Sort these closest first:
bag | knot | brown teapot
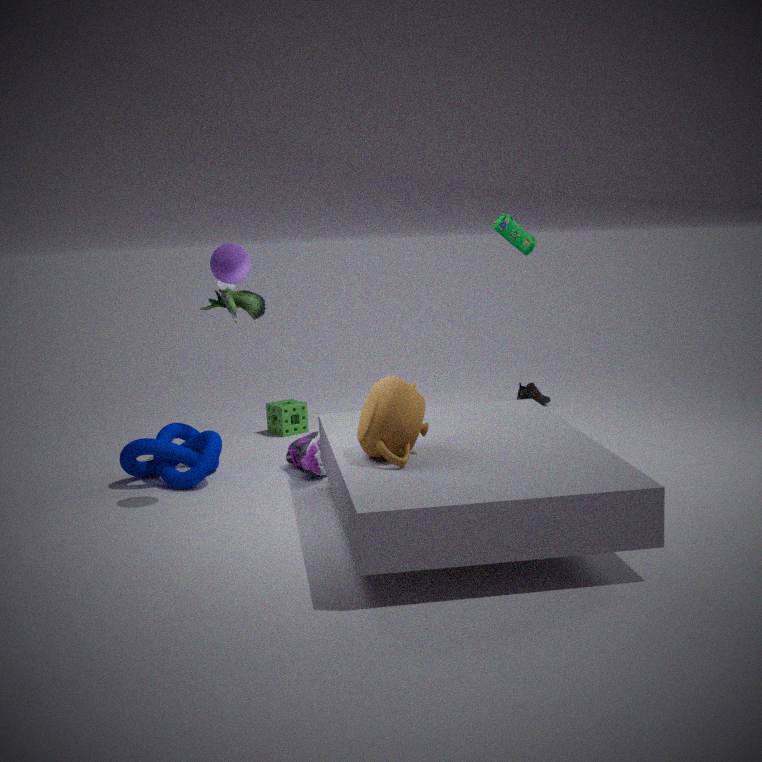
brown teapot < knot < bag
